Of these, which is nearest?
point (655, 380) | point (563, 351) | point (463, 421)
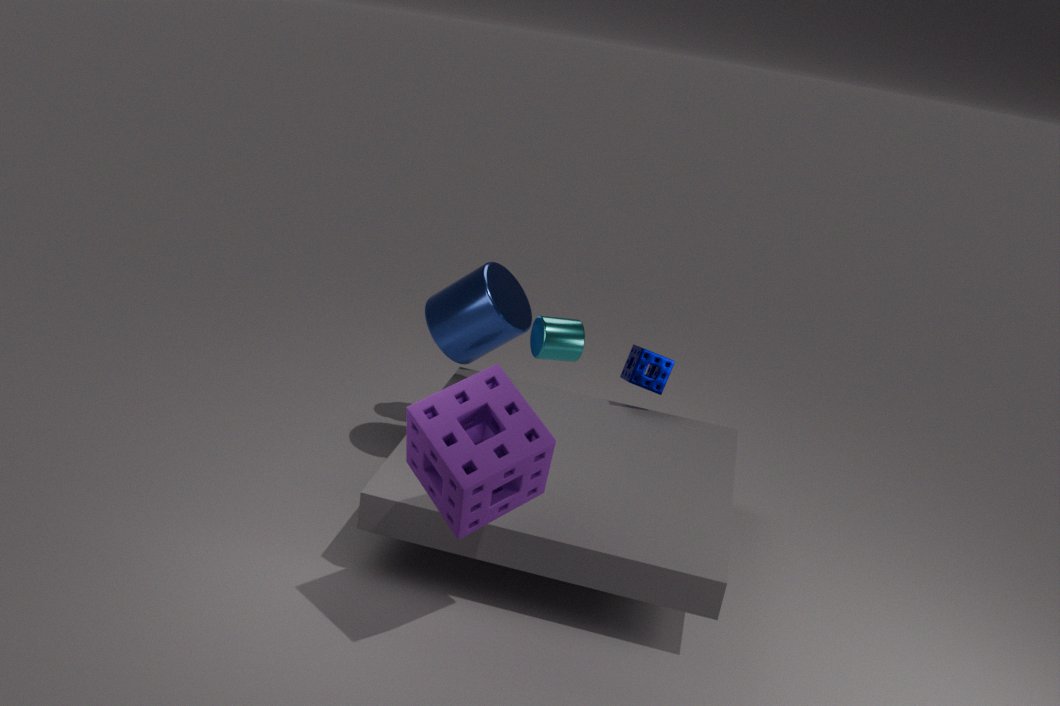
point (463, 421)
